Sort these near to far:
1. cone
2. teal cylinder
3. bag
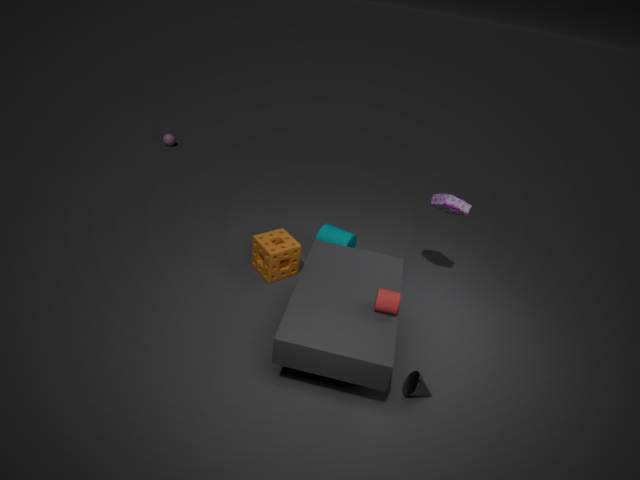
cone
bag
teal cylinder
